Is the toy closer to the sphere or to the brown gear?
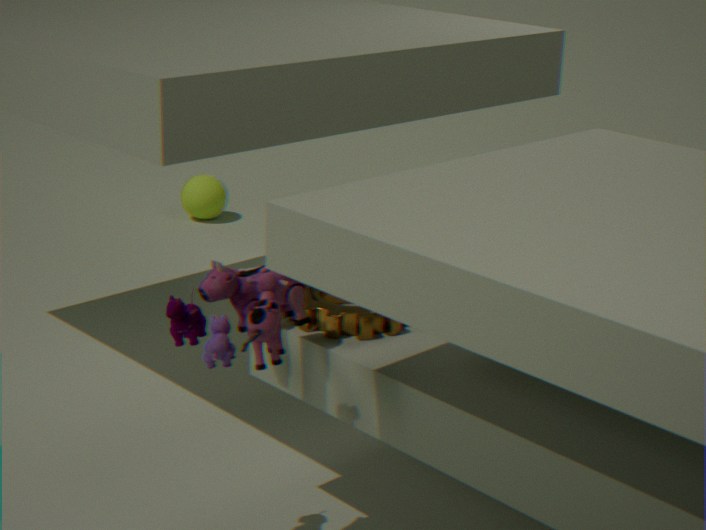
the brown gear
